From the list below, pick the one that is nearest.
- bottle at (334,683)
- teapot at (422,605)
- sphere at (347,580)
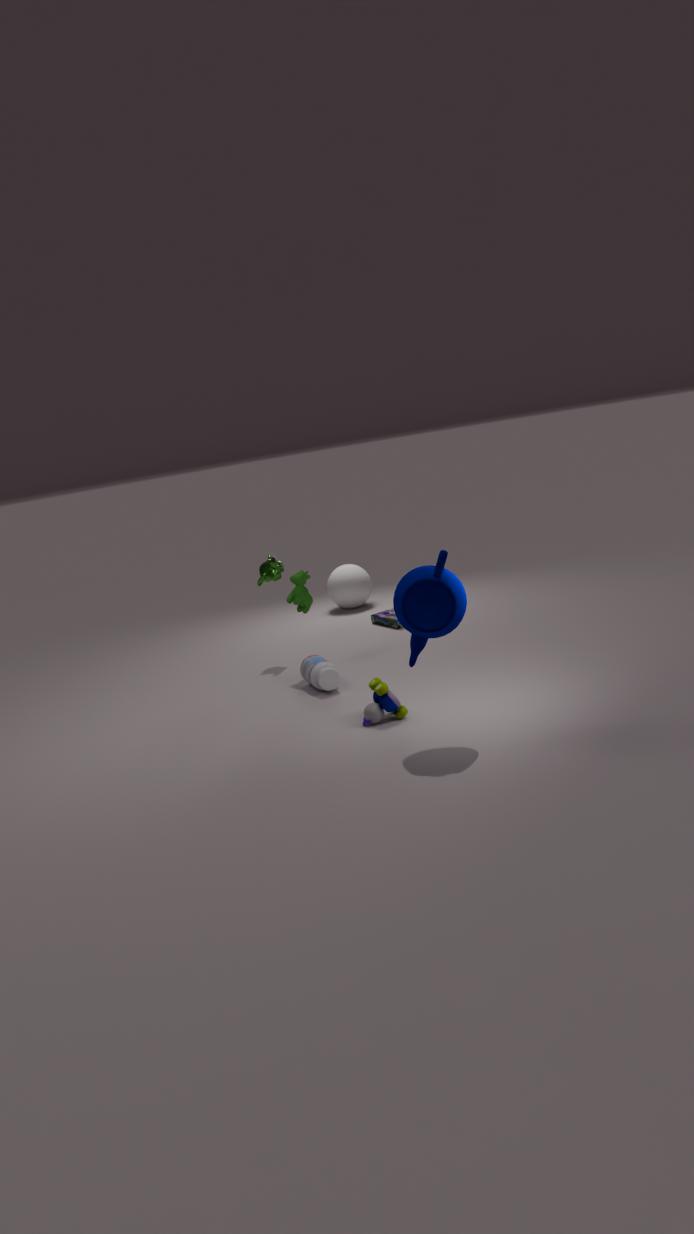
teapot at (422,605)
